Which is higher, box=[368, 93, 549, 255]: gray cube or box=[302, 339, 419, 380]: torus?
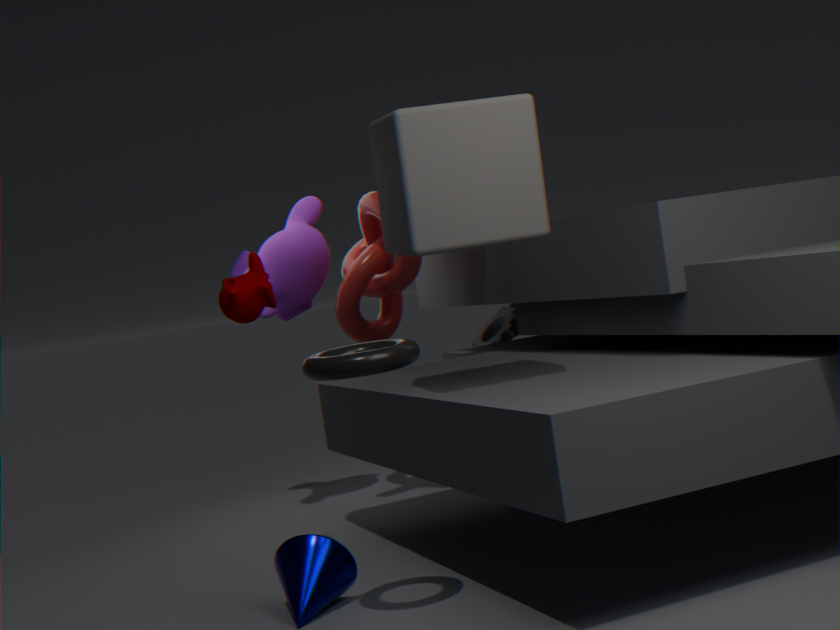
box=[368, 93, 549, 255]: gray cube
